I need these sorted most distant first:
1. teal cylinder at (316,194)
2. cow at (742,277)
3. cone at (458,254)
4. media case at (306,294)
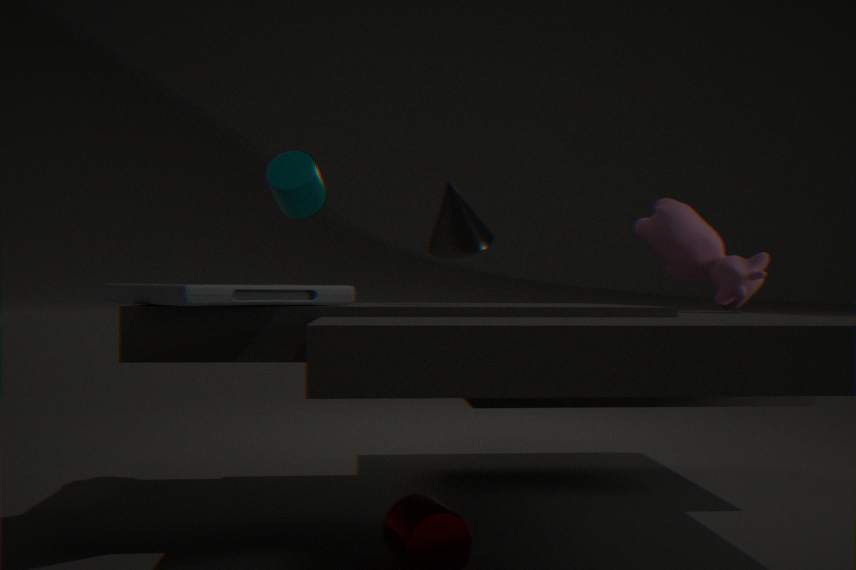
teal cylinder at (316,194) < cow at (742,277) < cone at (458,254) < media case at (306,294)
